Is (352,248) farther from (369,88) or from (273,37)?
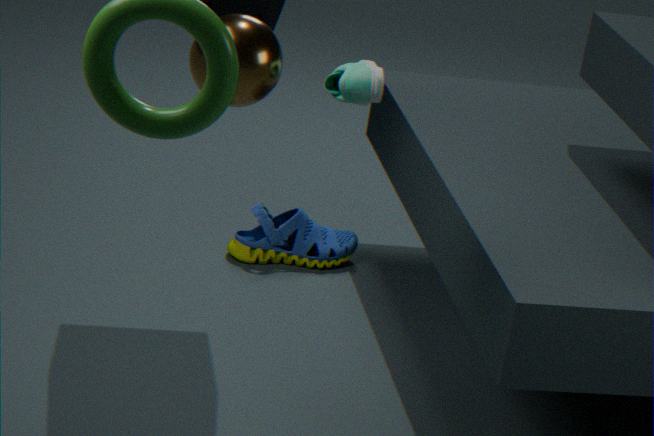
(273,37)
